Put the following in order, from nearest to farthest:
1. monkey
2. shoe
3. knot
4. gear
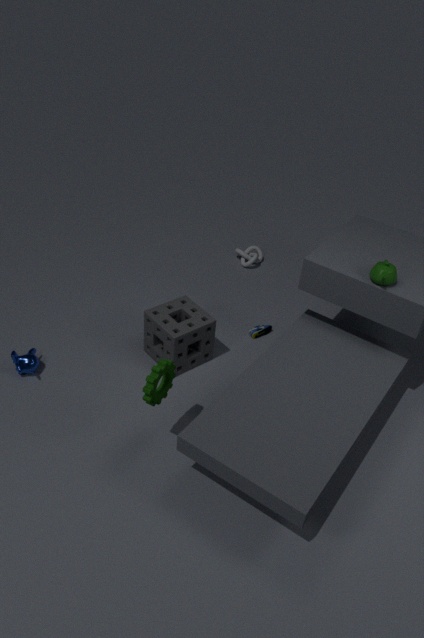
1. gear
2. monkey
3. shoe
4. knot
